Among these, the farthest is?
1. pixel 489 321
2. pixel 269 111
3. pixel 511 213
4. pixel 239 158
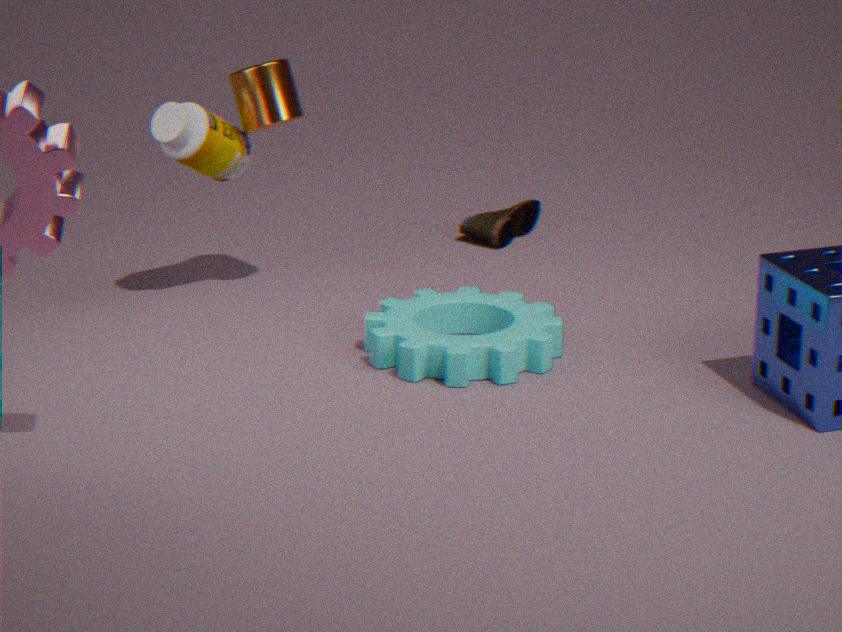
pixel 511 213
